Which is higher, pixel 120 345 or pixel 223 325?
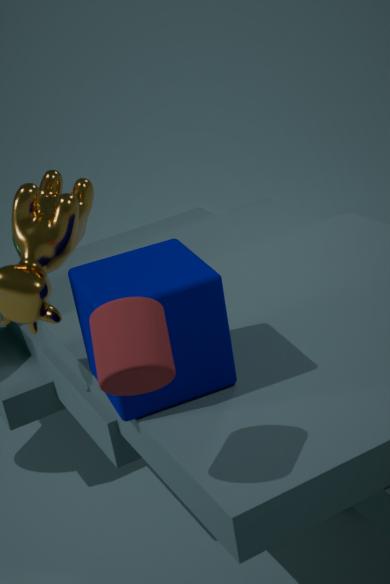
pixel 120 345
